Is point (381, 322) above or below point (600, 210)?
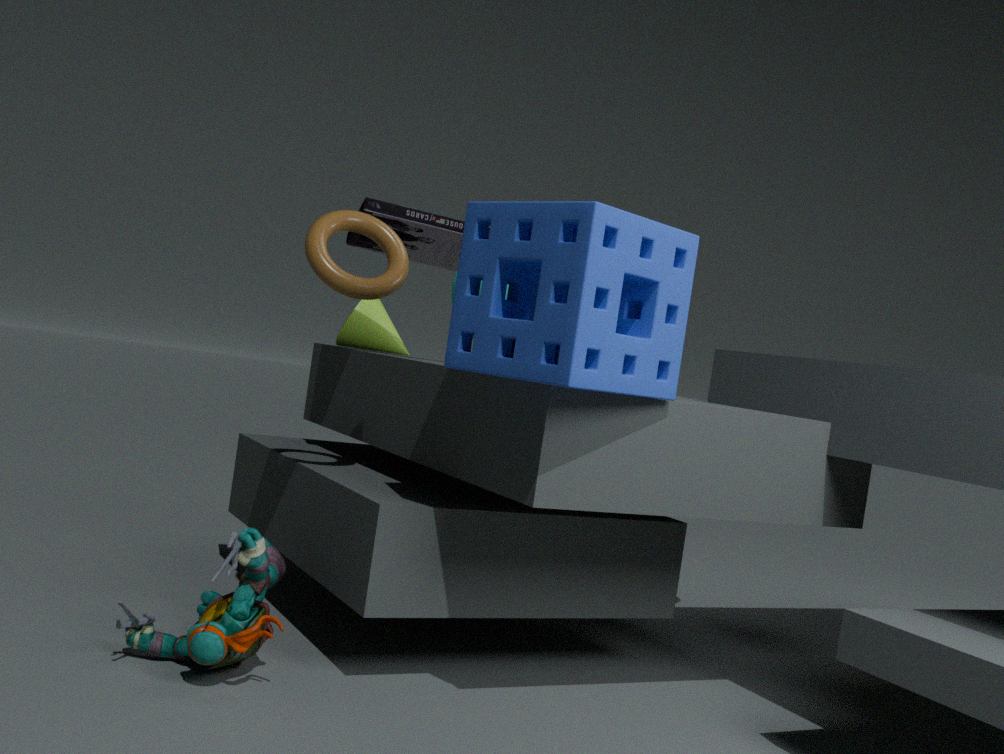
below
